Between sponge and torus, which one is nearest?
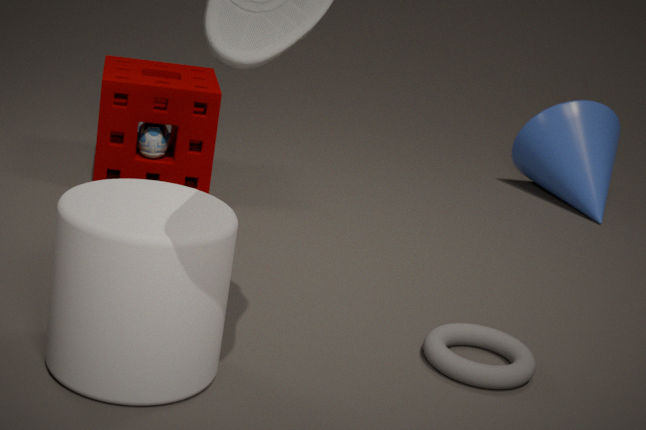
torus
